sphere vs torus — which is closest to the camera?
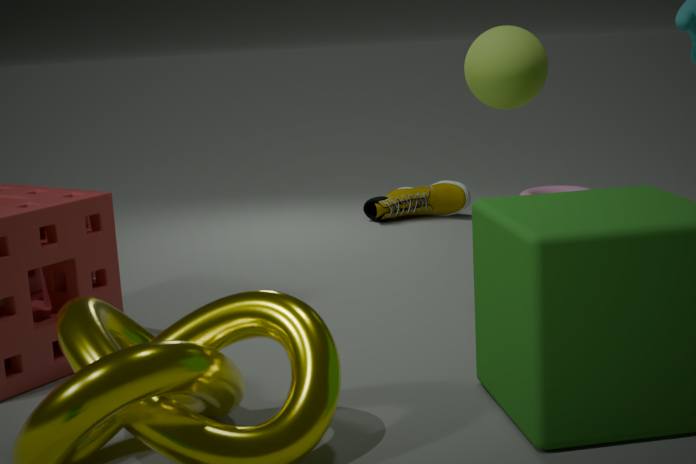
sphere
